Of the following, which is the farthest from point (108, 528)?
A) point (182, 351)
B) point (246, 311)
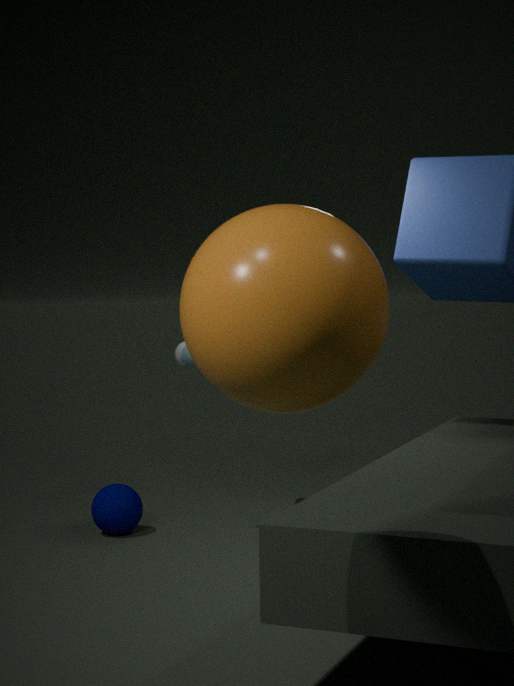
point (246, 311)
